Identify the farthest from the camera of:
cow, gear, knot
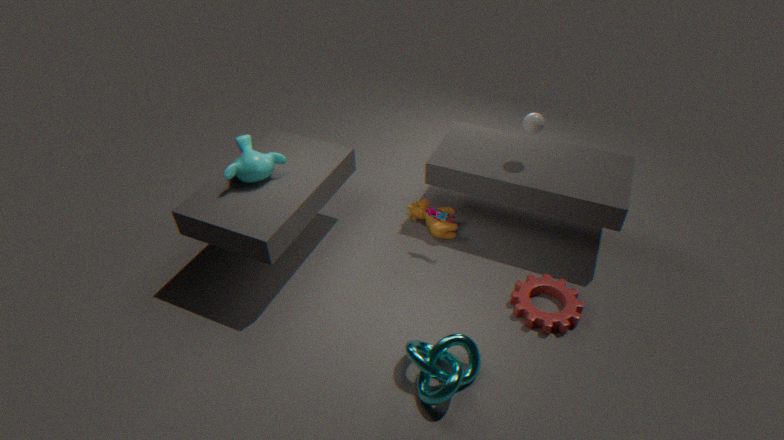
cow
